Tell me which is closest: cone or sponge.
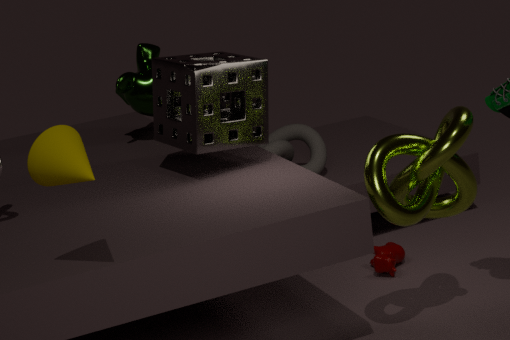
cone
